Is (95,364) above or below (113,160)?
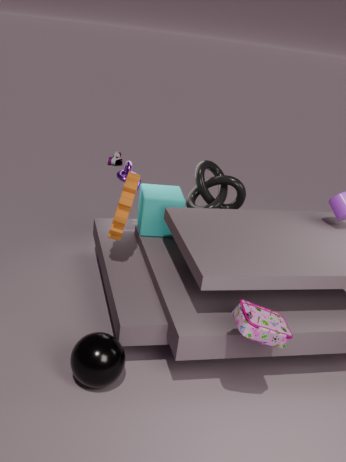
above
